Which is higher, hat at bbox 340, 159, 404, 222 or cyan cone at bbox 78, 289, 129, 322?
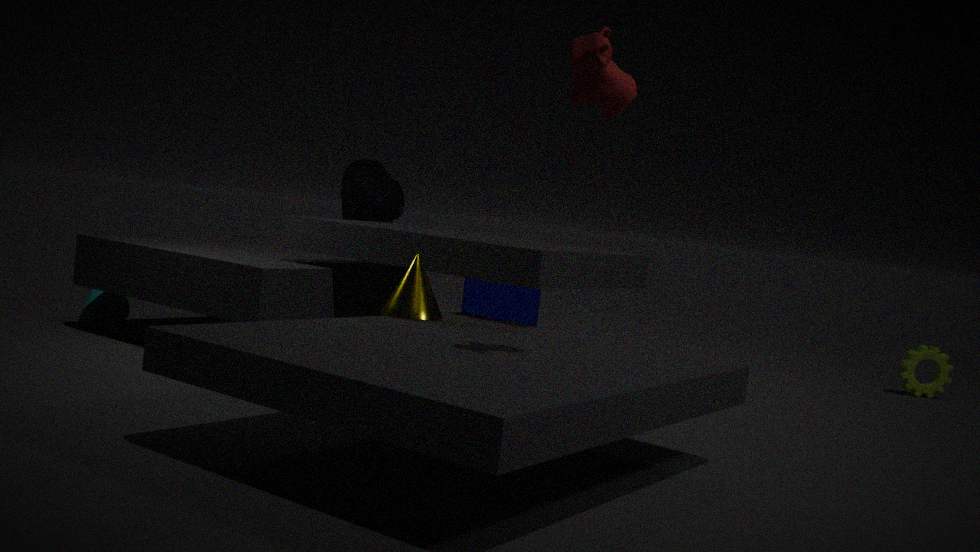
hat at bbox 340, 159, 404, 222
